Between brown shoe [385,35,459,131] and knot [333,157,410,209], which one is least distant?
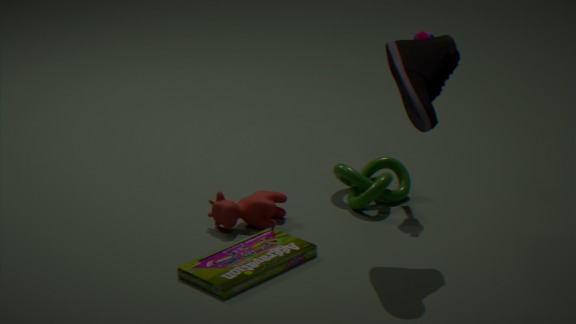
brown shoe [385,35,459,131]
